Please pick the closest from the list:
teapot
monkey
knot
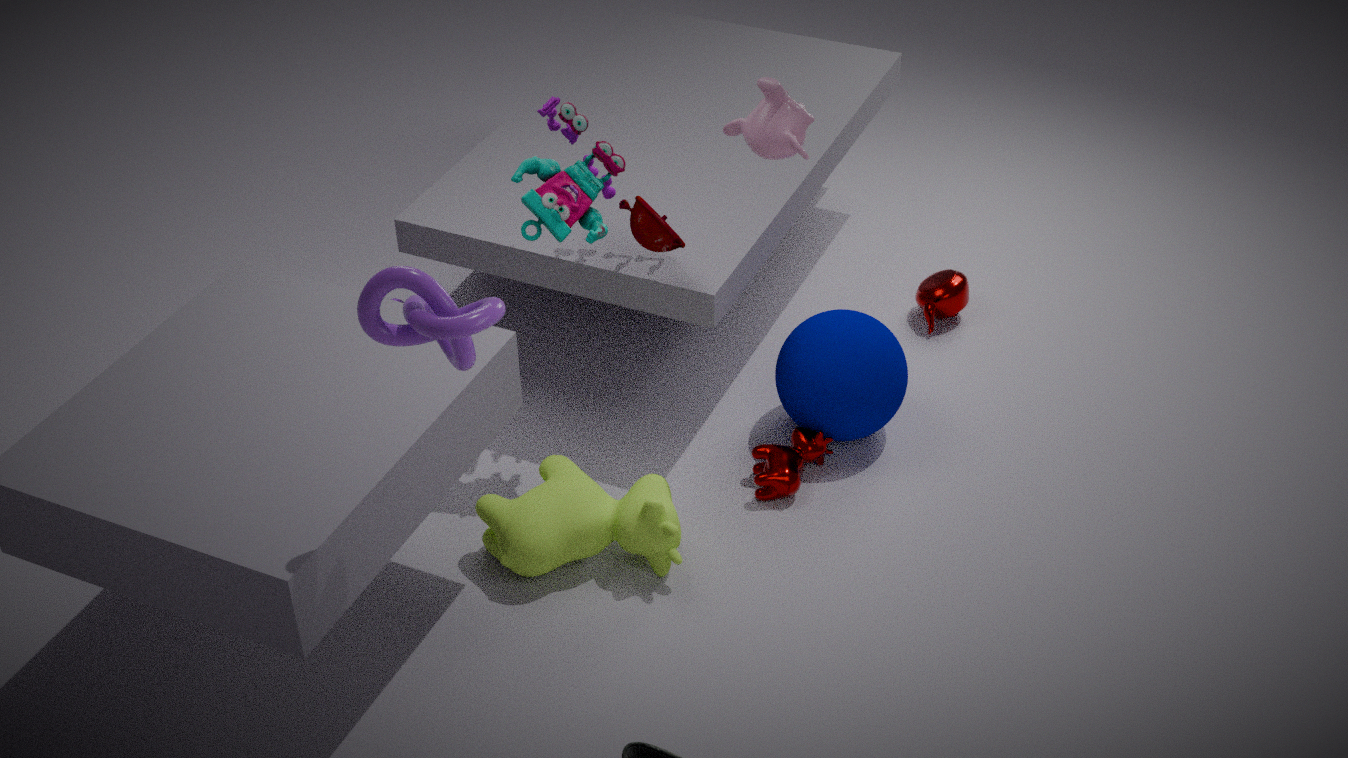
knot
